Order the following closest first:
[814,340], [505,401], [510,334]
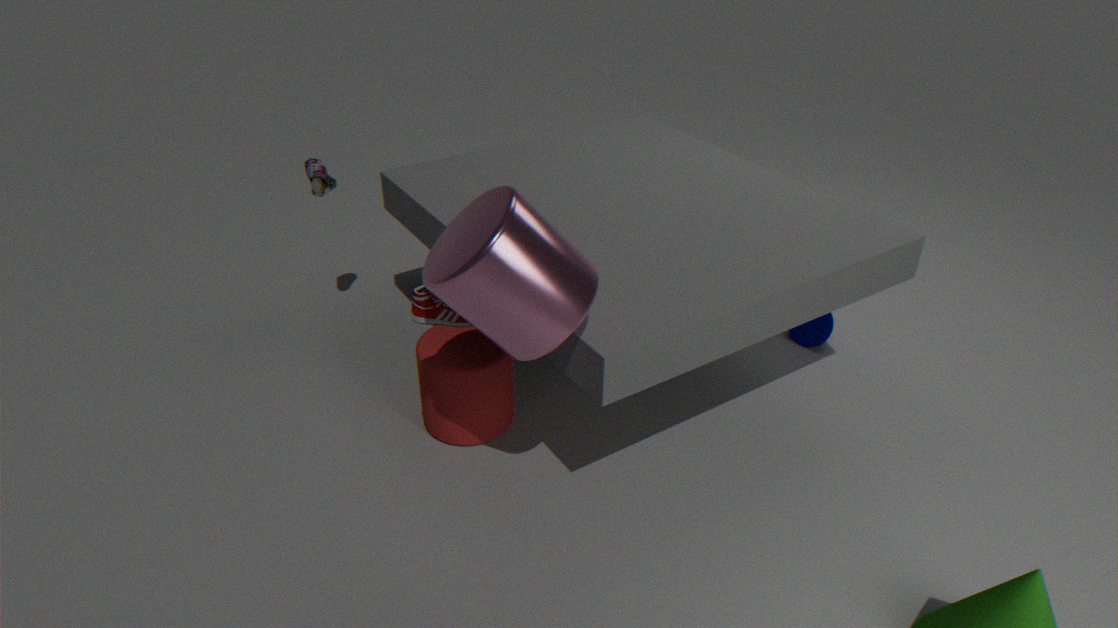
1. [510,334]
2. [505,401]
3. [814,340]
